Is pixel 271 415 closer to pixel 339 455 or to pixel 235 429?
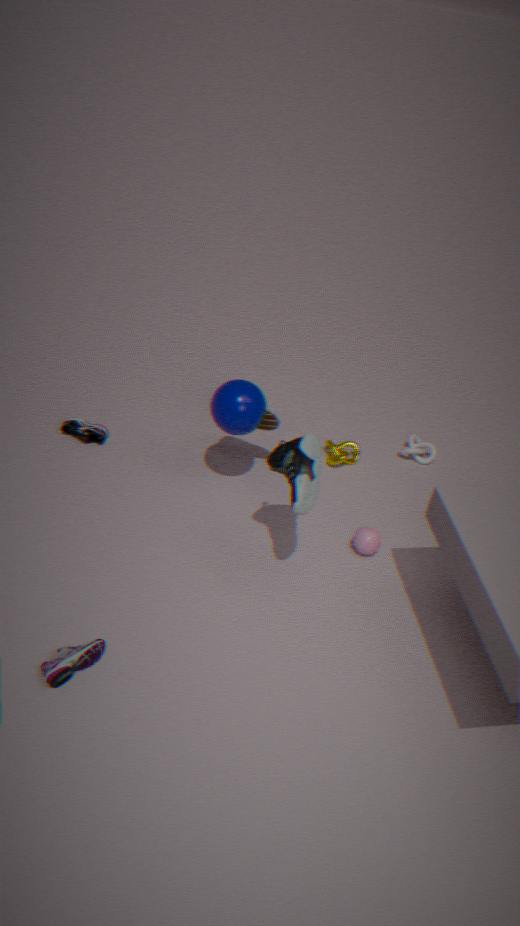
pixel 235 429
